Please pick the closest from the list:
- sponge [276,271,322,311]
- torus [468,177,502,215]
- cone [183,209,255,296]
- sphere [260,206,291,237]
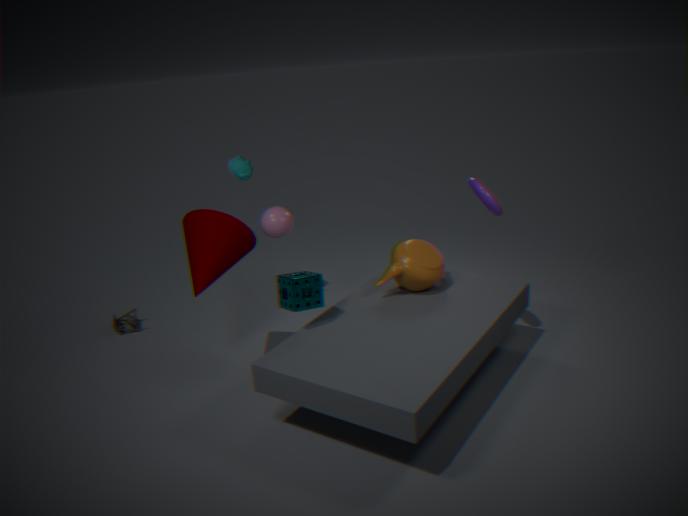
sponge [276,271,322,311]
